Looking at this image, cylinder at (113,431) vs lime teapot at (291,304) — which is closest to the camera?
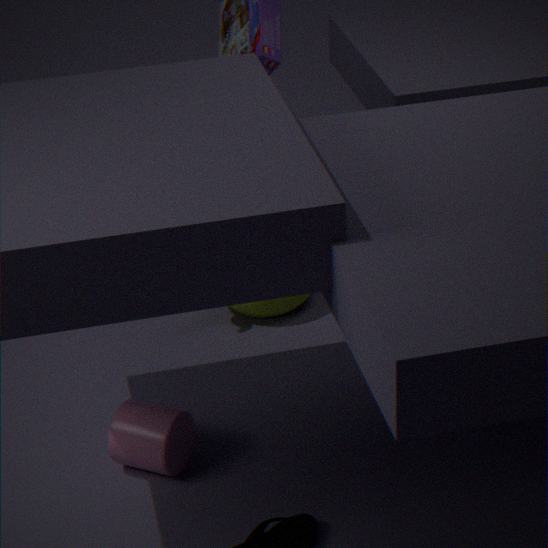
cylinder at (113,431)
